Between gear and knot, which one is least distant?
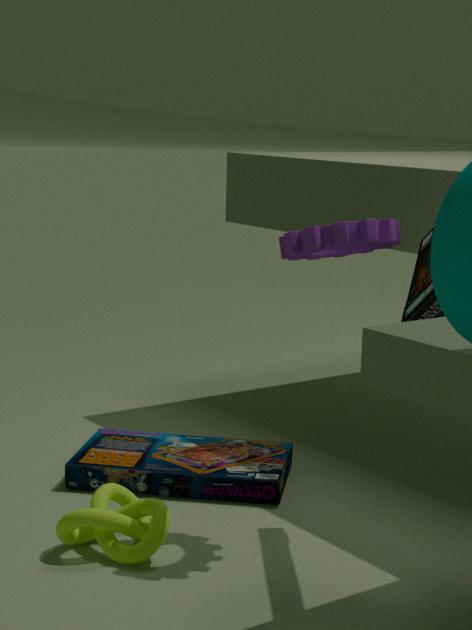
gear
